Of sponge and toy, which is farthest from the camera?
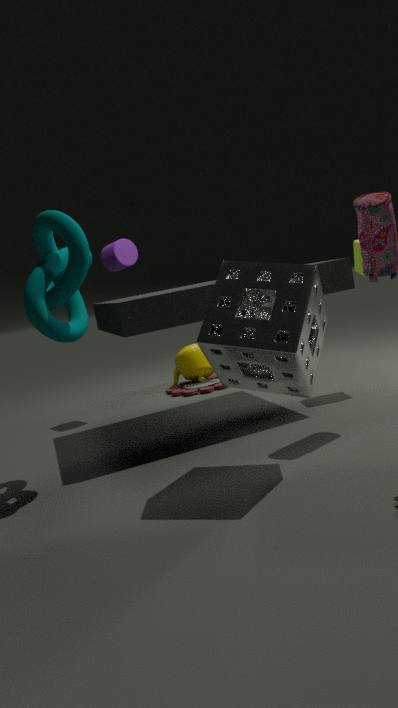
toy
